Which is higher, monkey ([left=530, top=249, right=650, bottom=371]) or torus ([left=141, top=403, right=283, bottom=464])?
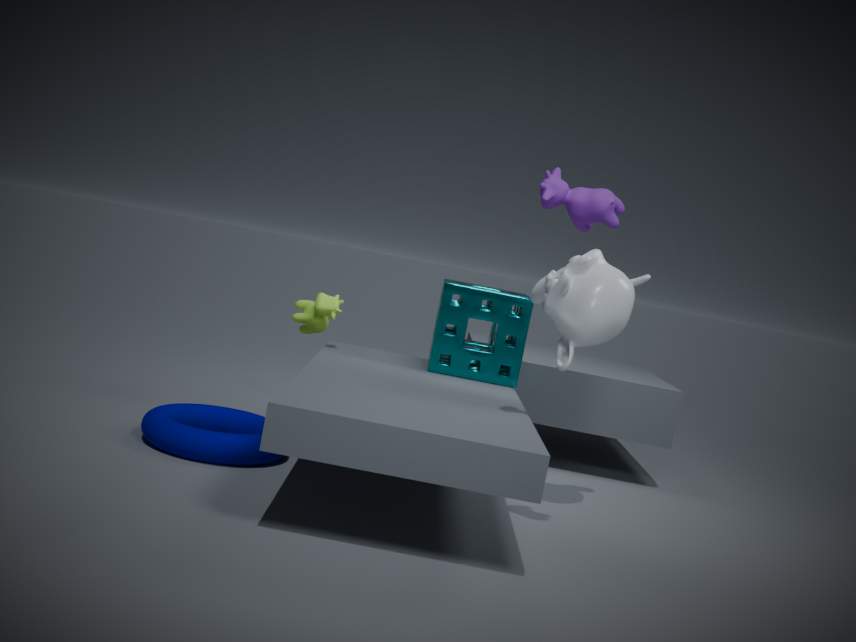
monkey ([left=530, top=249, right=650, bottom=371])
